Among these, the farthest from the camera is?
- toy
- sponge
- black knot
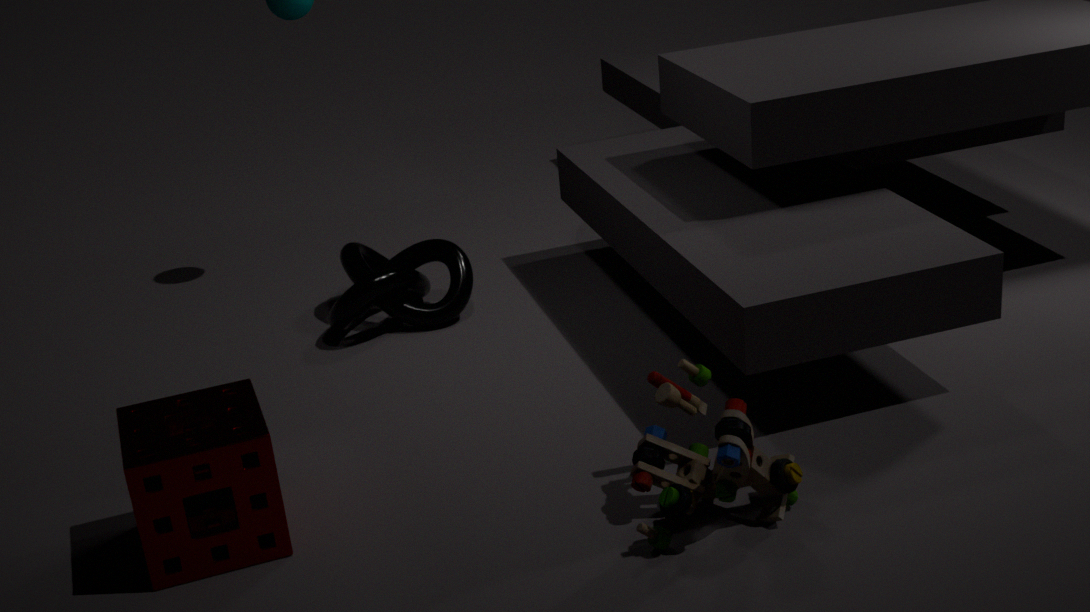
black knot
